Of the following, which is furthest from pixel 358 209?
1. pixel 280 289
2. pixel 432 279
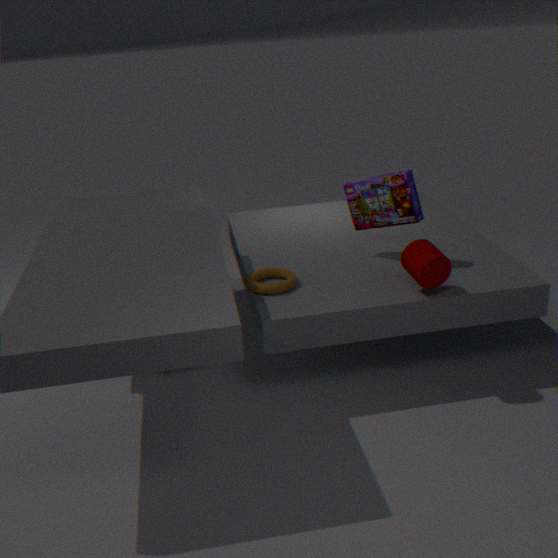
pixel 280 289
